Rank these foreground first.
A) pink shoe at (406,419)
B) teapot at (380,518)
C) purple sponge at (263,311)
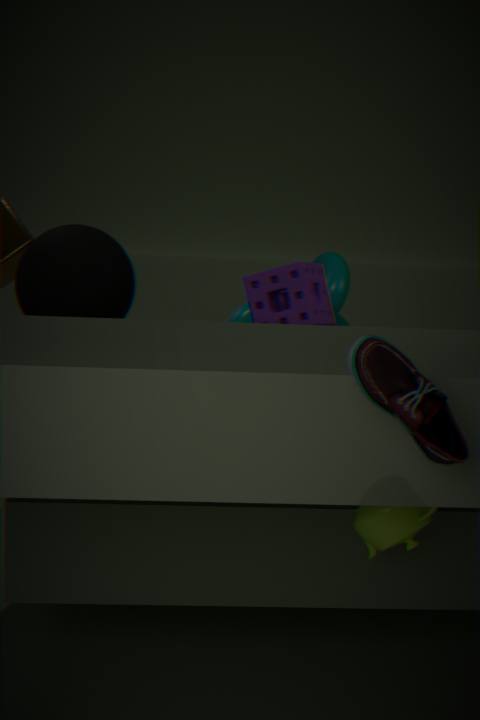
pink shoe at (406,419) → teapot at (380,518) → purple sponge at (263,311)
